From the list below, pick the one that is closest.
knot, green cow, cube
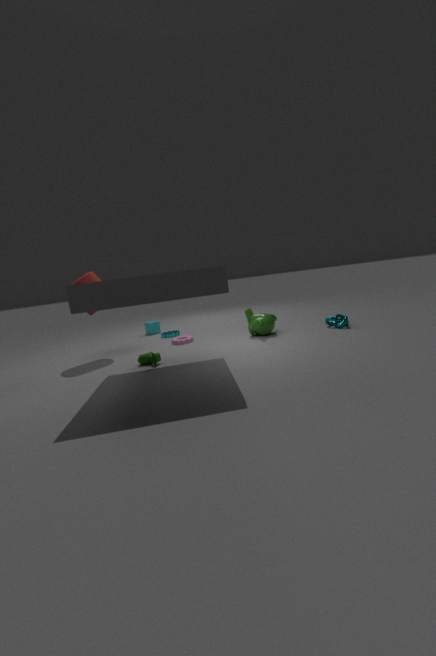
green cow
